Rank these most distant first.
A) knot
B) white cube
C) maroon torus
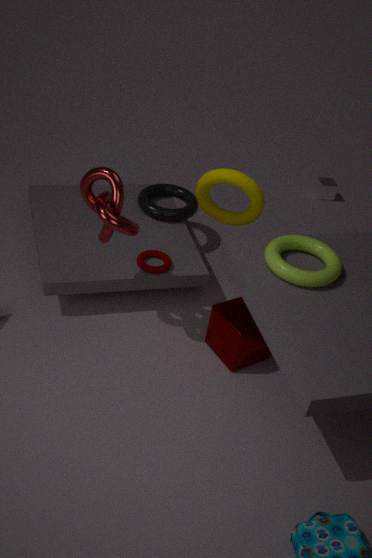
white cube, maroon torus, knot
